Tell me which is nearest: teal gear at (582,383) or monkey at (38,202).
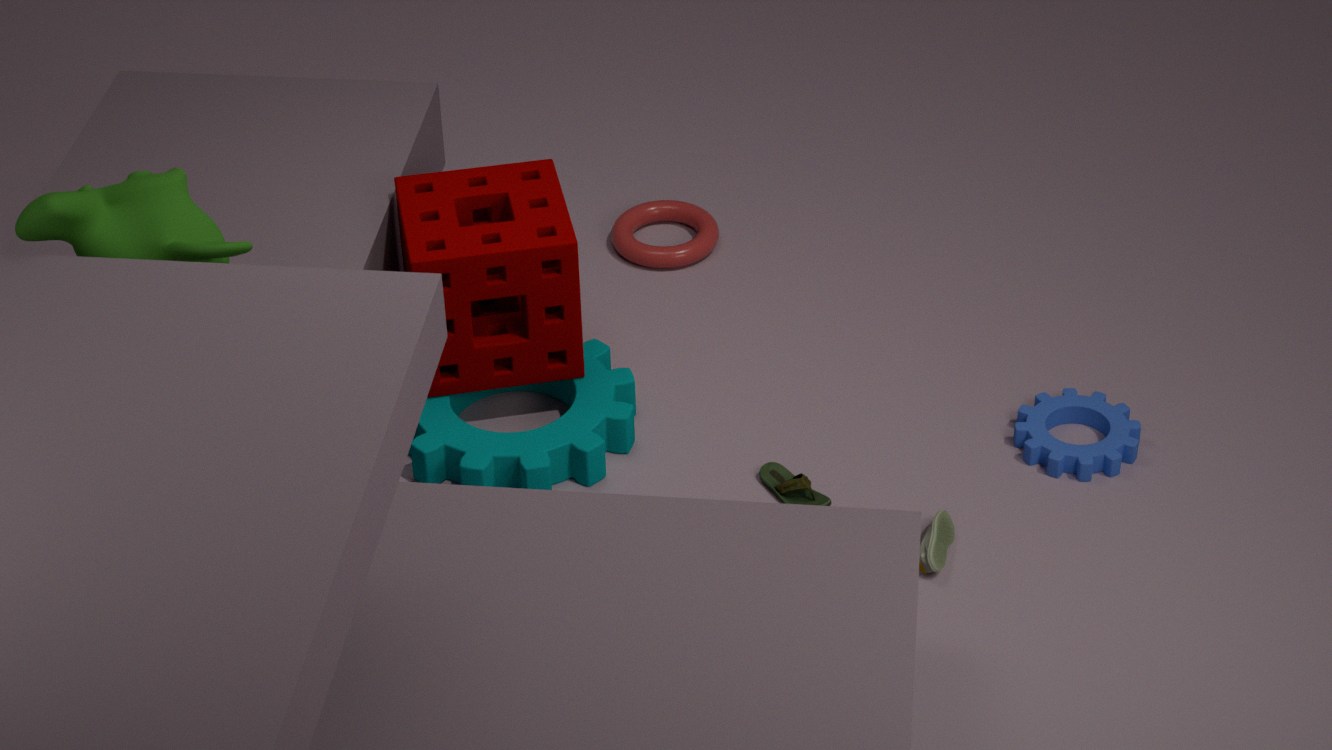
monkey at (38,202)
